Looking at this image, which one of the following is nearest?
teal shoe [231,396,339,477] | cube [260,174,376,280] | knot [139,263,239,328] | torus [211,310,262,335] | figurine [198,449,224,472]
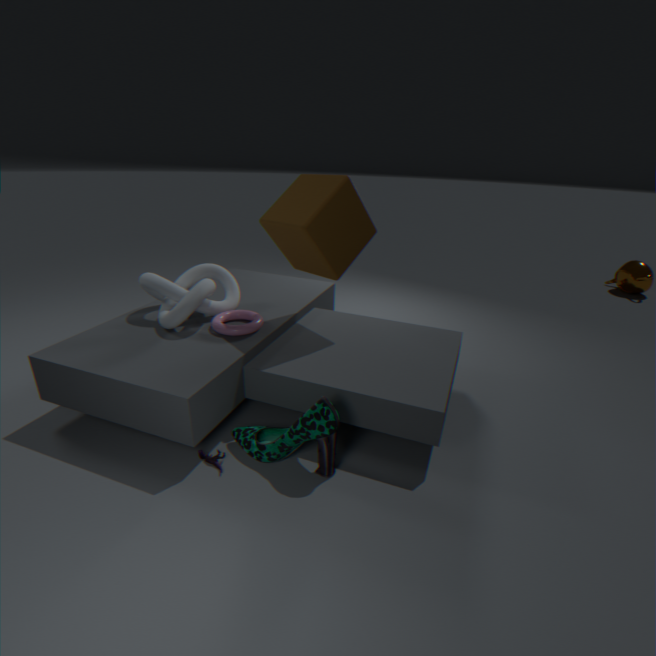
teal shoe [231,396,339,477]
